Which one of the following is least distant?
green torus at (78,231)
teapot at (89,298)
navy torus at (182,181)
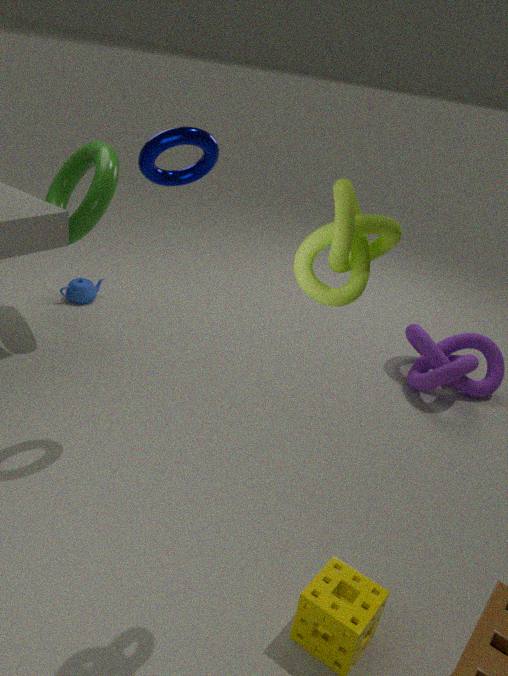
navy torus at (182,181)
